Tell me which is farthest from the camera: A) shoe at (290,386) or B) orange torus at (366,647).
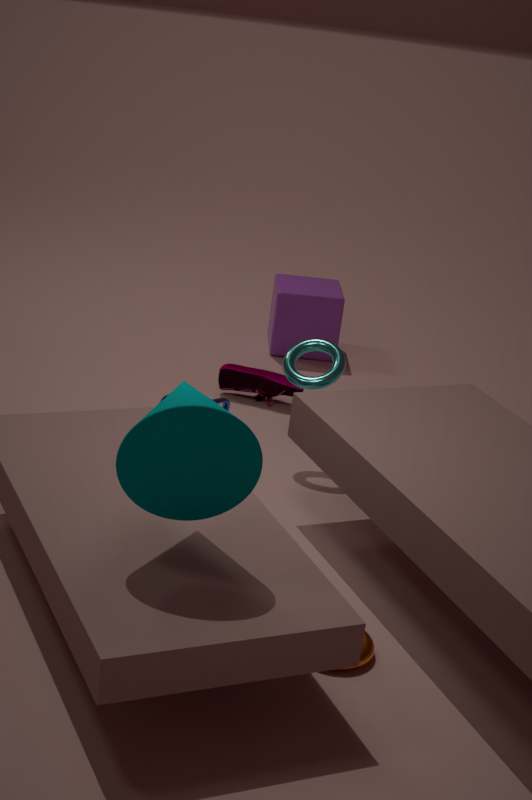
A. shoe at (290,386)
